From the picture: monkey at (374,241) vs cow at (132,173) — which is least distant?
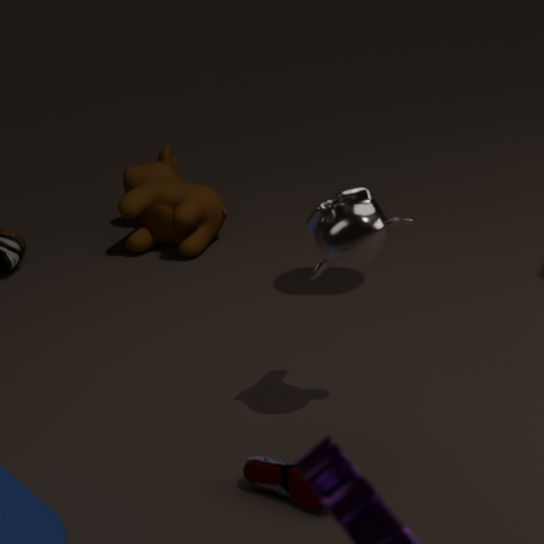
monkey at (374,241)
